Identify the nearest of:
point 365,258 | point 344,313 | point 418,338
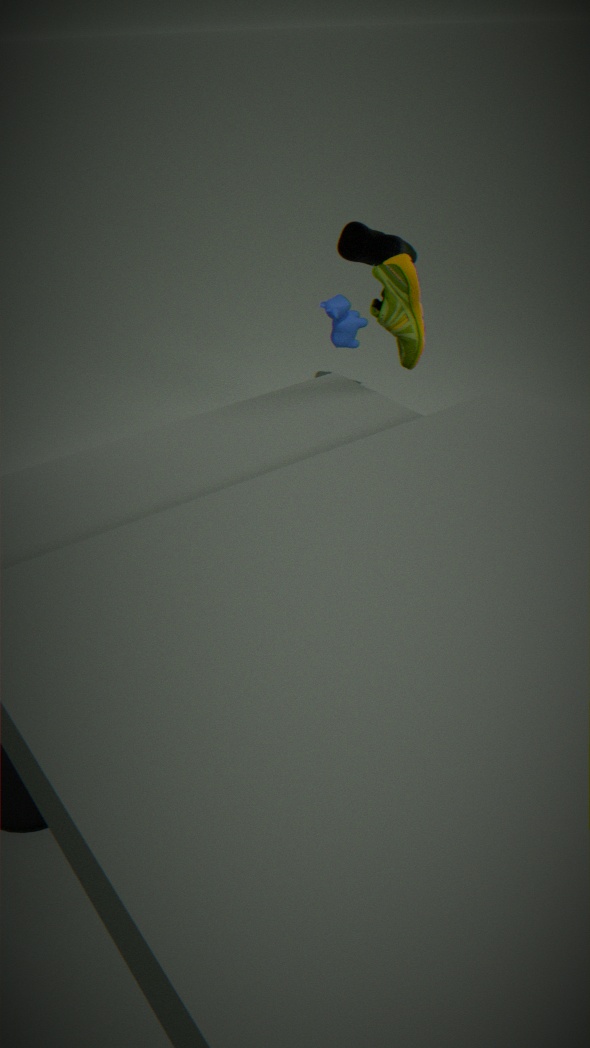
point 418,338
